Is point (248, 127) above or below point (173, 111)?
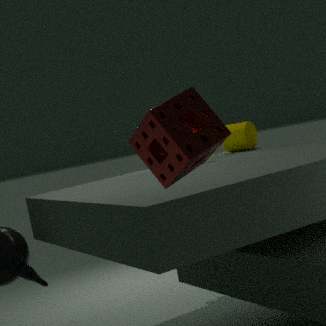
below
